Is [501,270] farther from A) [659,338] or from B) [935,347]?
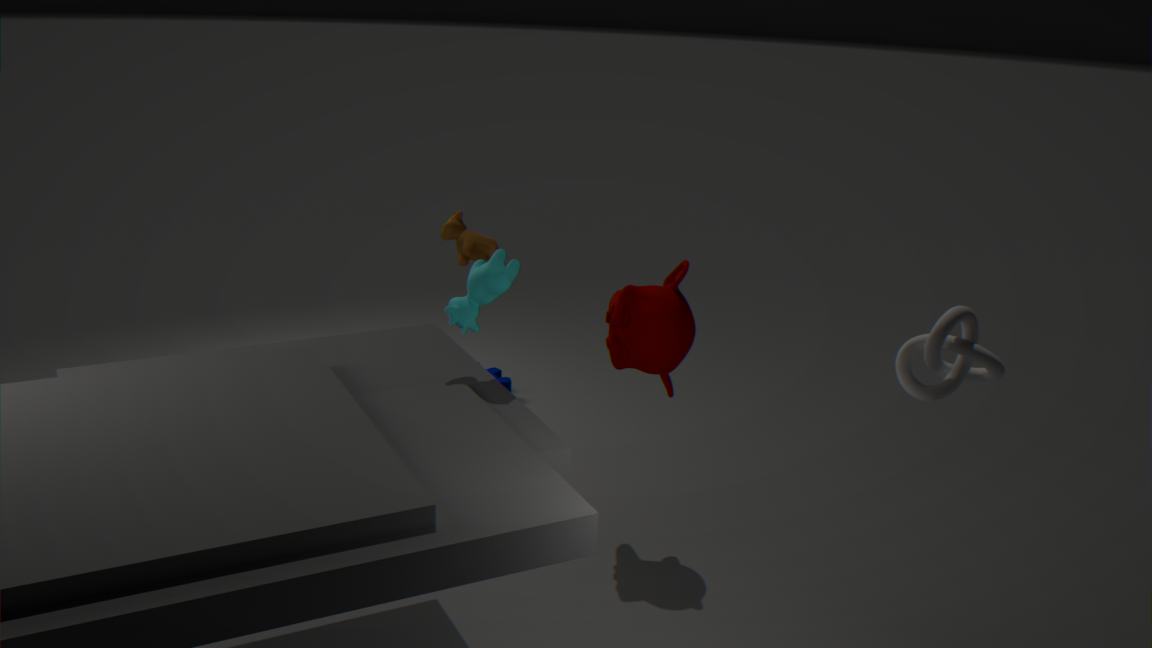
B) [935,347]
